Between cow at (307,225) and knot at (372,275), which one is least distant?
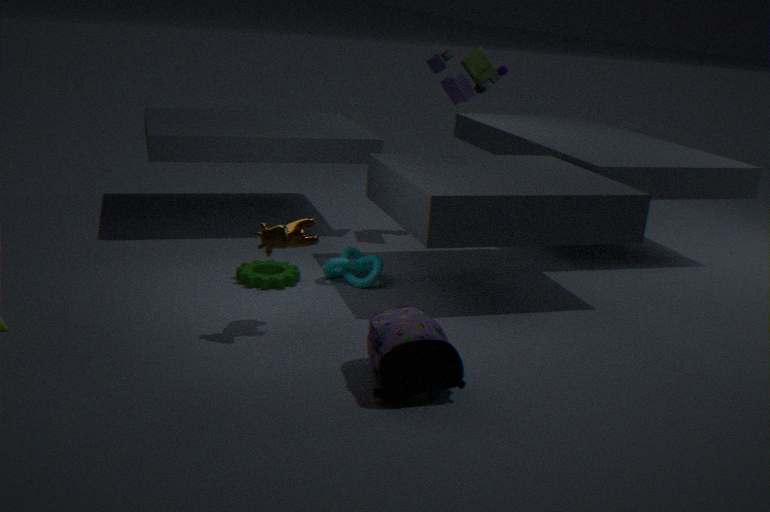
cow at (307,225)
